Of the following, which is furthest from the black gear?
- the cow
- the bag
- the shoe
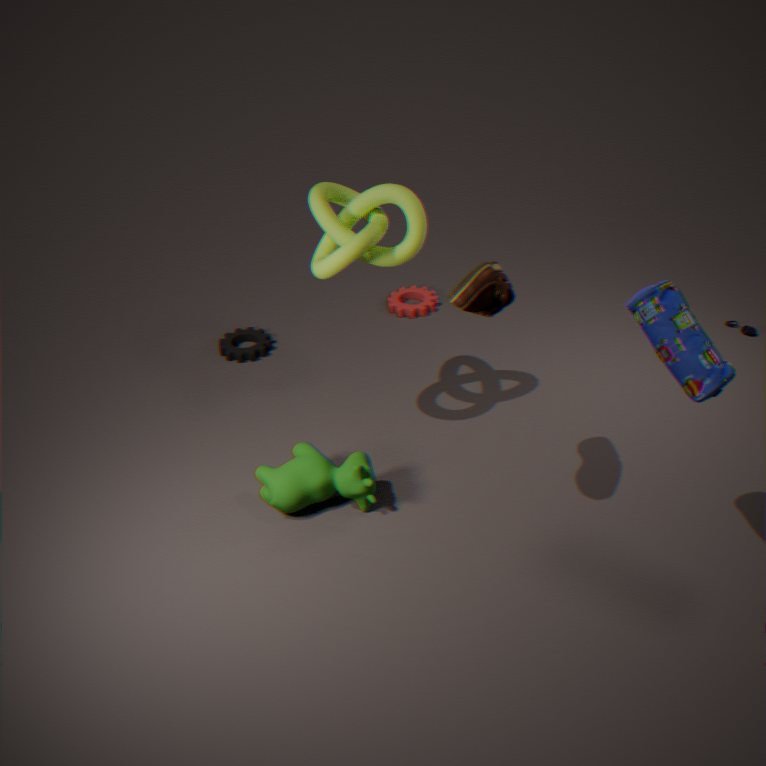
the bag
